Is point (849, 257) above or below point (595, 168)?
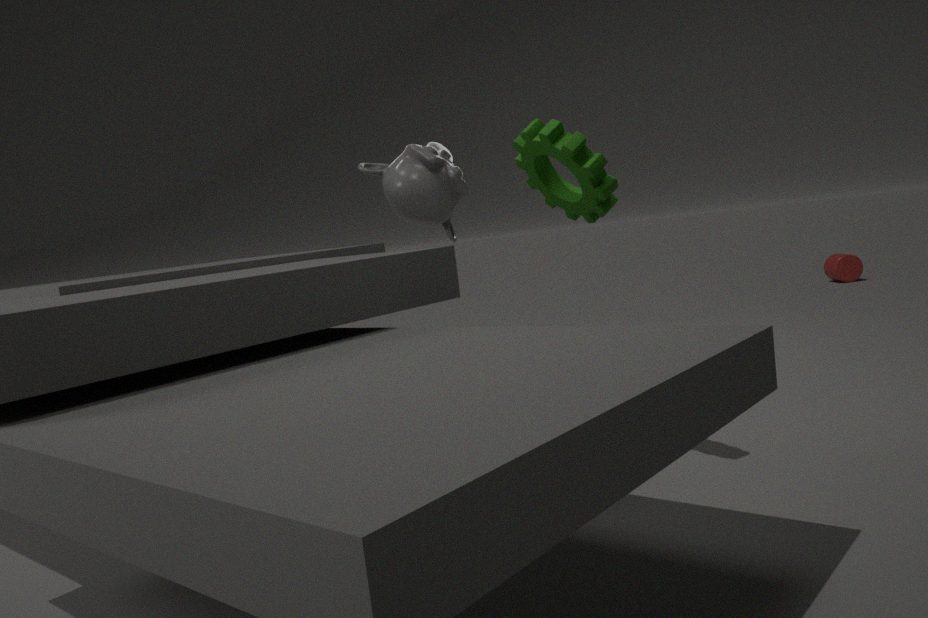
below
